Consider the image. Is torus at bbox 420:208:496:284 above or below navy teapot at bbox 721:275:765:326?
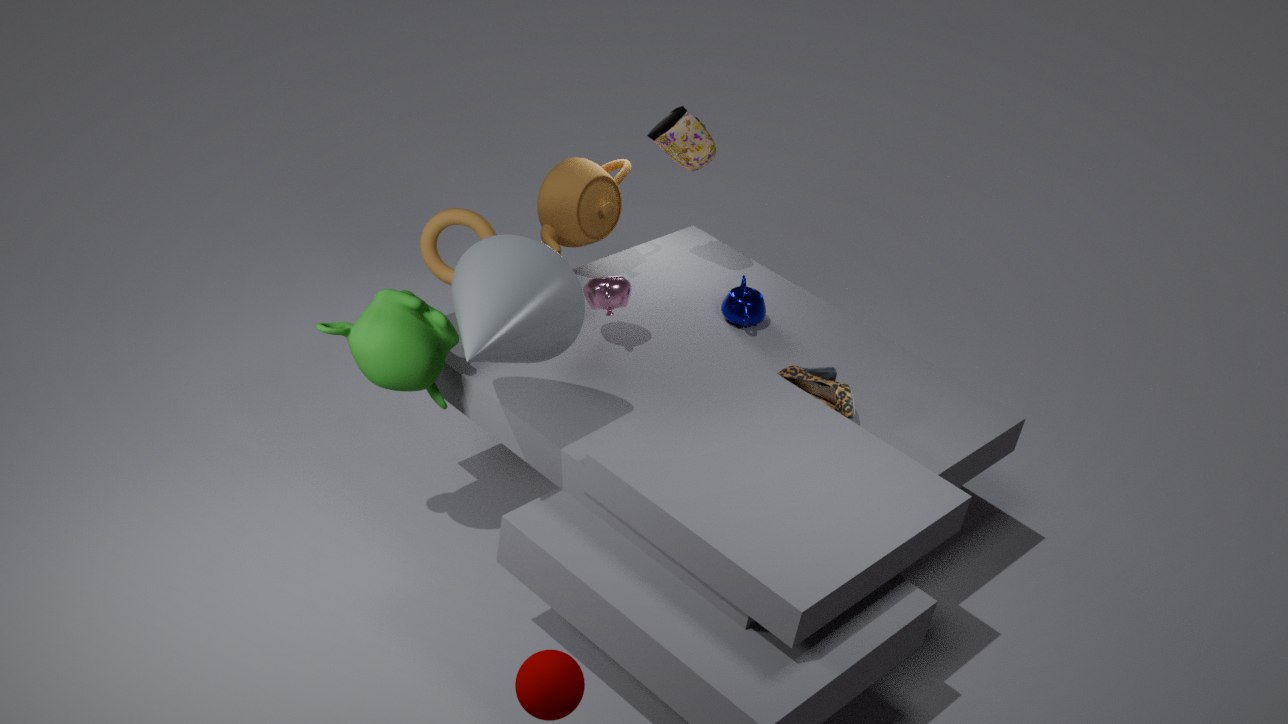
above
